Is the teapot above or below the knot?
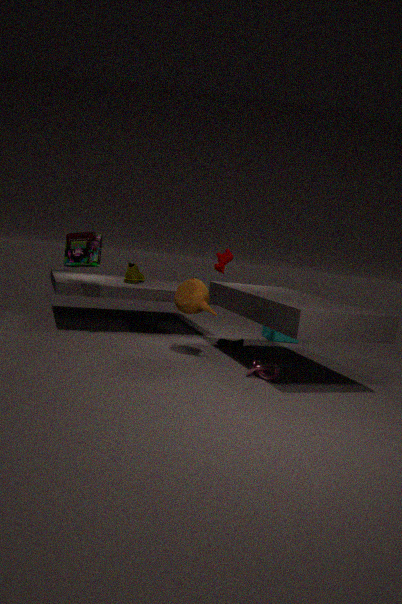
above
